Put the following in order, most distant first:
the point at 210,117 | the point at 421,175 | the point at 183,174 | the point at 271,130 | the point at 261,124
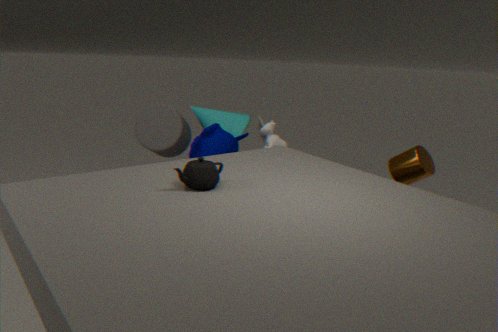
the point at 261,124 < the point at 210,117 < the point at 271,130 < the point at 421,175 < the point at 183,174
